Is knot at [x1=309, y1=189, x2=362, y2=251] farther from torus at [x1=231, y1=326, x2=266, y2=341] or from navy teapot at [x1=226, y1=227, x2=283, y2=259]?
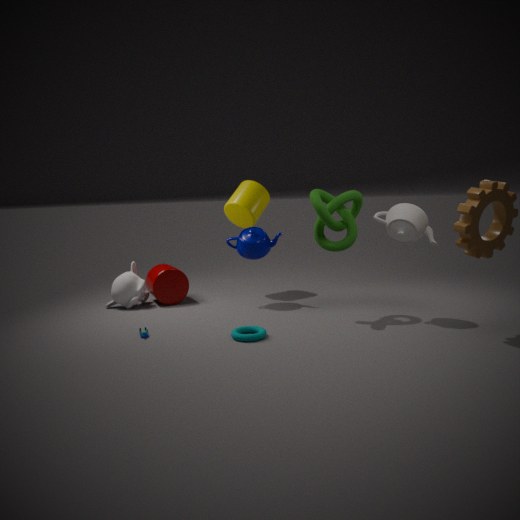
torus at [x1=231, y1=326, x2=266, y2=341]
